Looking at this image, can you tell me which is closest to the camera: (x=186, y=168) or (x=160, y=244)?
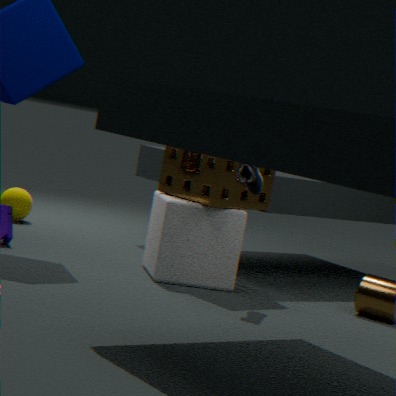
(x=160, y=244)
